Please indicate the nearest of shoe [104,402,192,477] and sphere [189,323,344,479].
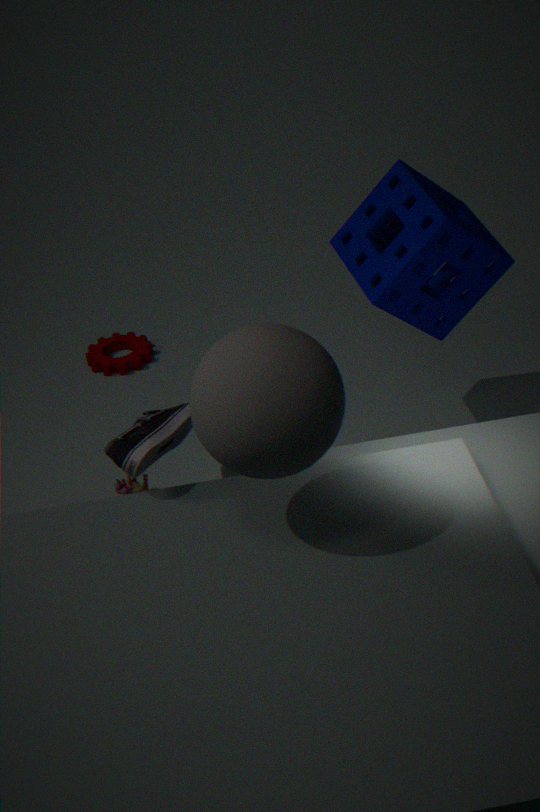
sphere [189,323,344,479]
